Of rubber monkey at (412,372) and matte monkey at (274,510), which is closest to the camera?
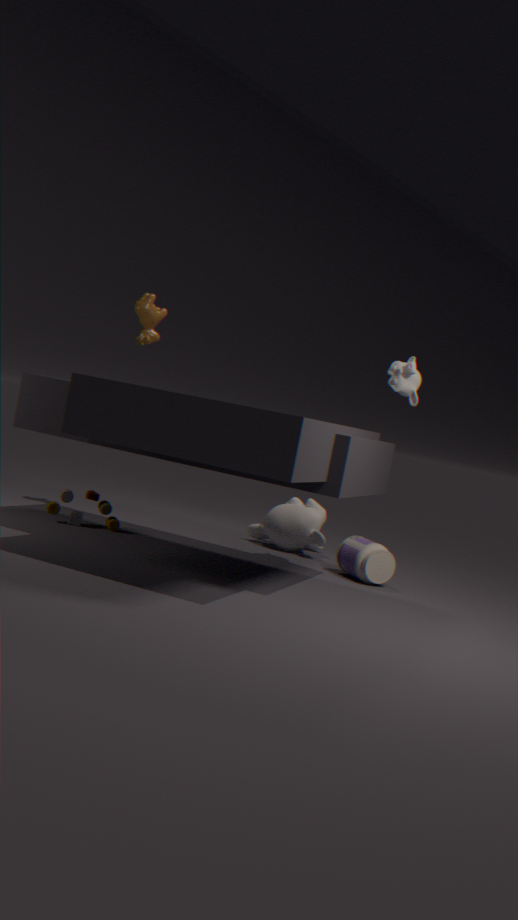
rubber monkey at (412,372)
